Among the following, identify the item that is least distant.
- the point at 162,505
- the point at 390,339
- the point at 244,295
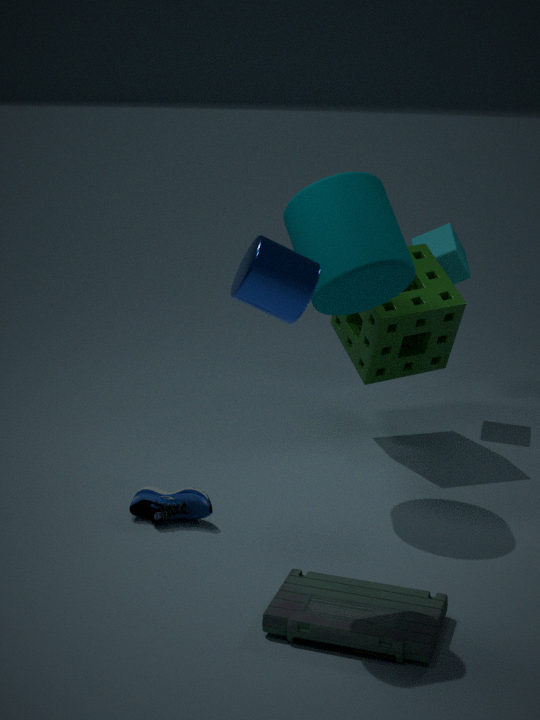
the point at 244,295
